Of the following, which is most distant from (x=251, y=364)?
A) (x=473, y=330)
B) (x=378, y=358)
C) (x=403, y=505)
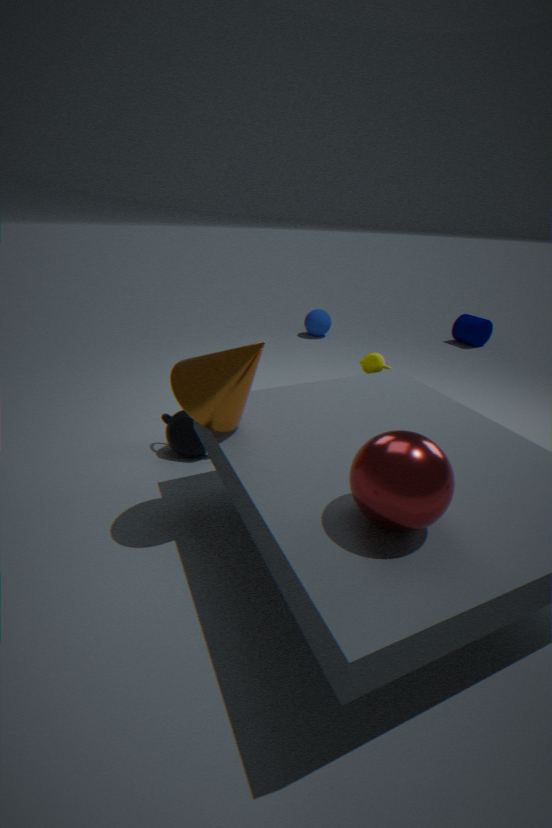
(x=473, y=330)
